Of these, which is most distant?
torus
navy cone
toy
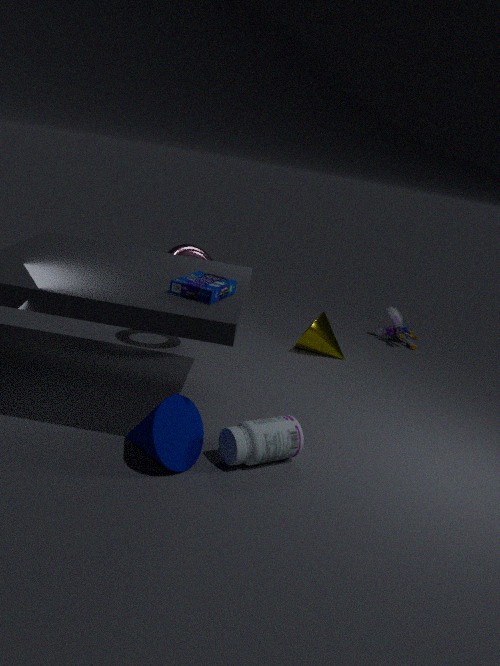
toy
